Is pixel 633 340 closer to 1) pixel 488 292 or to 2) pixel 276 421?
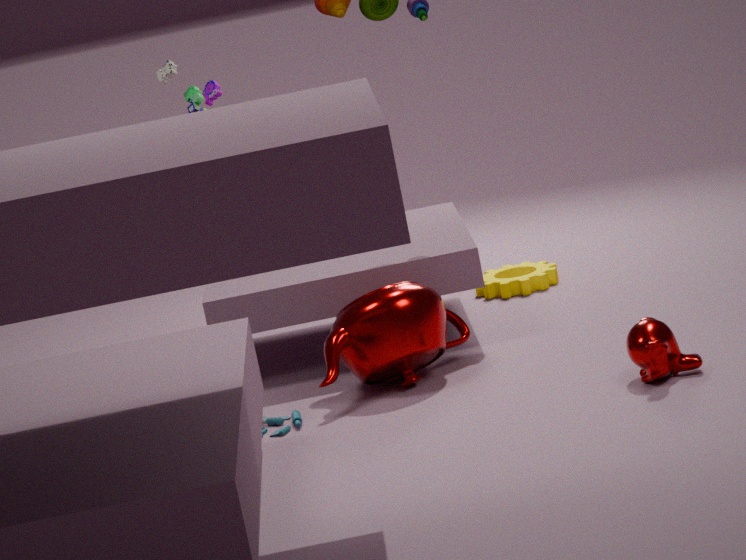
2) pixel 276 421
